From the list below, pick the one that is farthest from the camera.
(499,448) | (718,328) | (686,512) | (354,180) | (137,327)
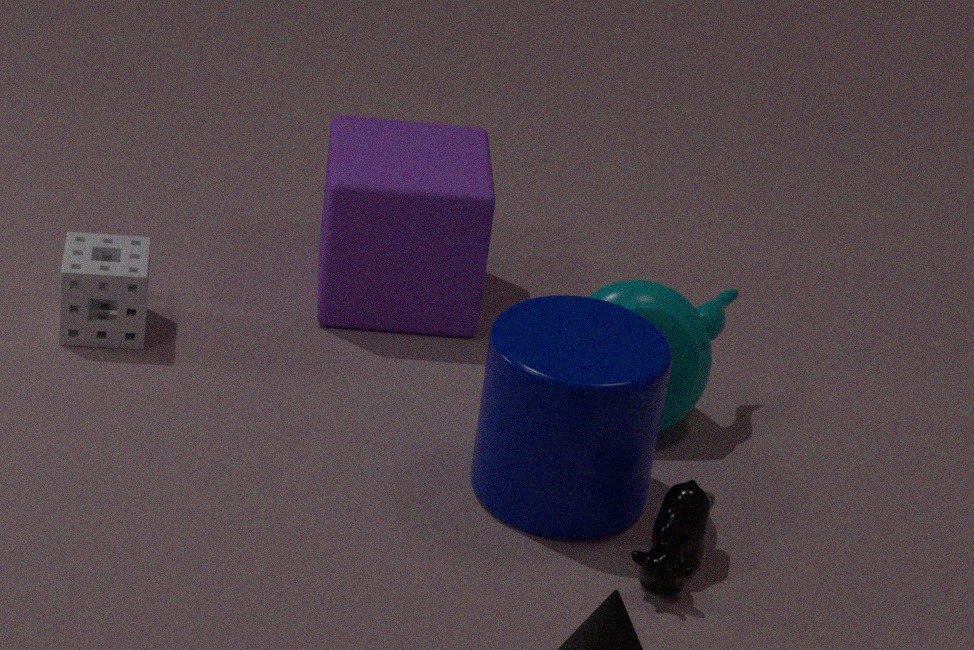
(354,180)
